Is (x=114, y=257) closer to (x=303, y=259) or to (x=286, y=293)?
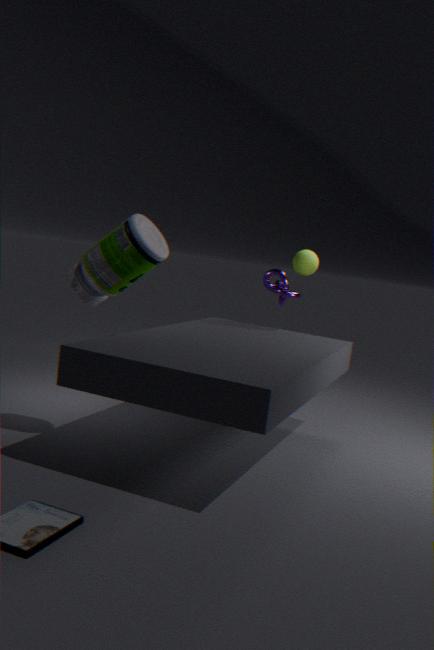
(x=286, y=293)
